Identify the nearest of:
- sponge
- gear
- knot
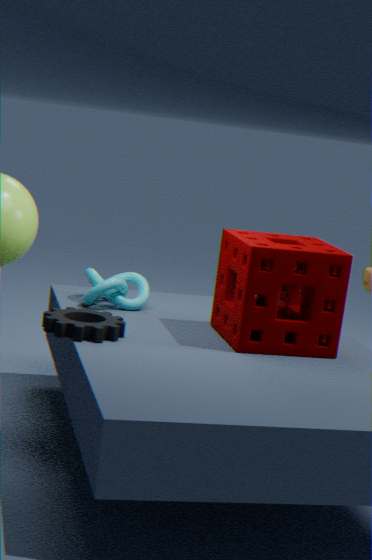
gear
